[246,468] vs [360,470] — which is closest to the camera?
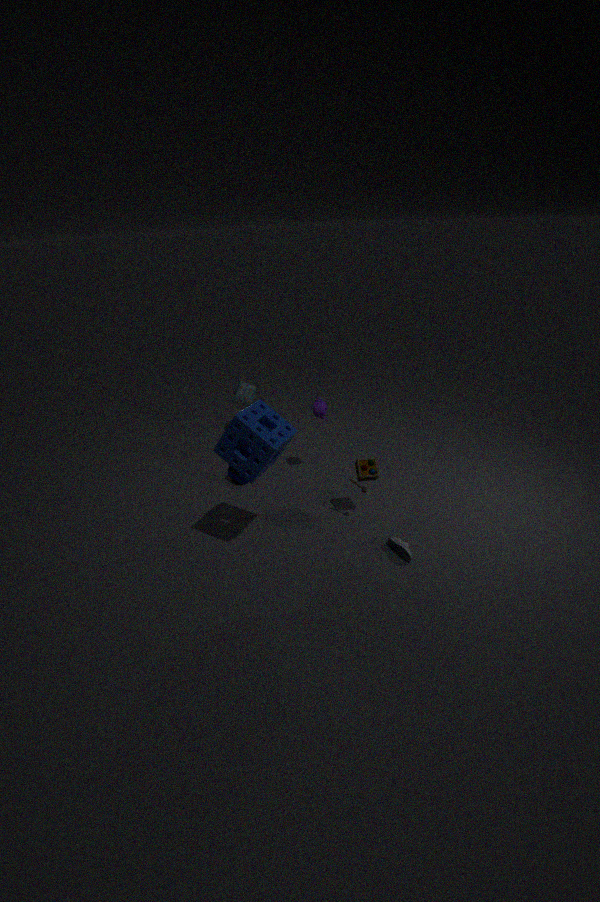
[246,468]
